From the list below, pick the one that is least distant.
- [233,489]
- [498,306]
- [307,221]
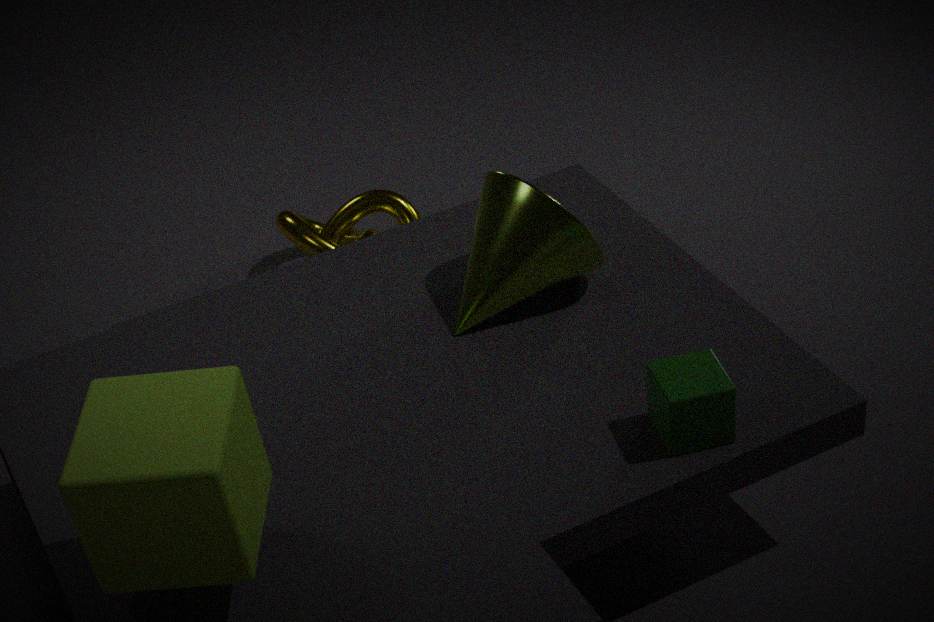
[233,489]
